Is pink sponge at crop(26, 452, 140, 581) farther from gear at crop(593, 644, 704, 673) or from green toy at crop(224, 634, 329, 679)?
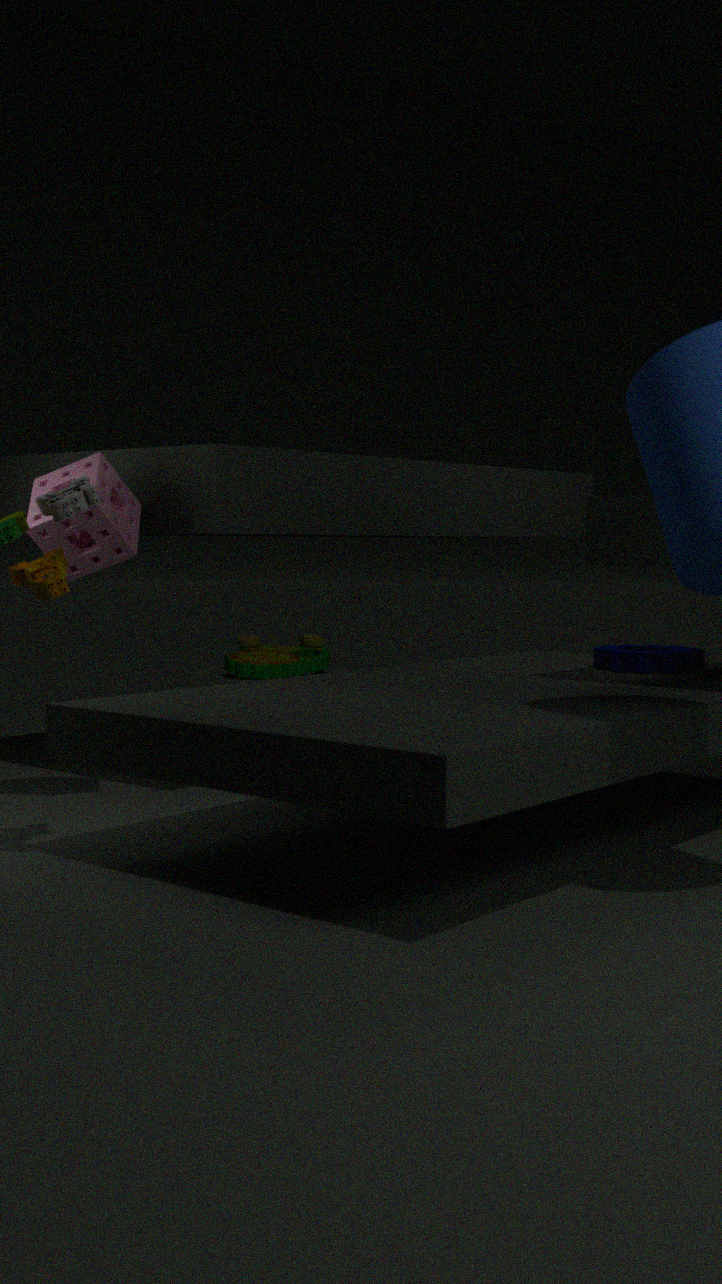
green toy at crop(224, 634, 329, 679)
